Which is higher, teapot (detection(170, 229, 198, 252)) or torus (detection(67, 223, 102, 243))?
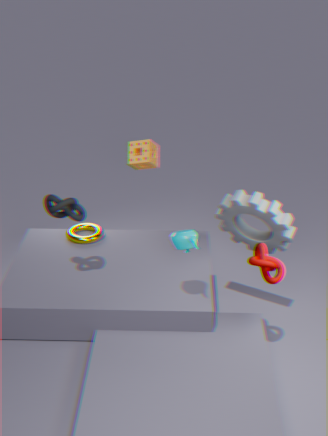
teapot (detection(170, 229, 198, 252))
